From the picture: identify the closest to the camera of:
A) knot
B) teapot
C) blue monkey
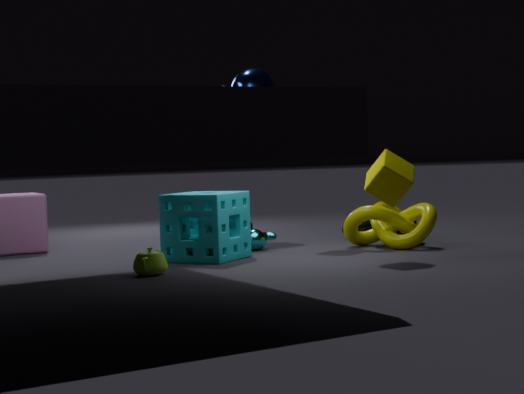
teapot
